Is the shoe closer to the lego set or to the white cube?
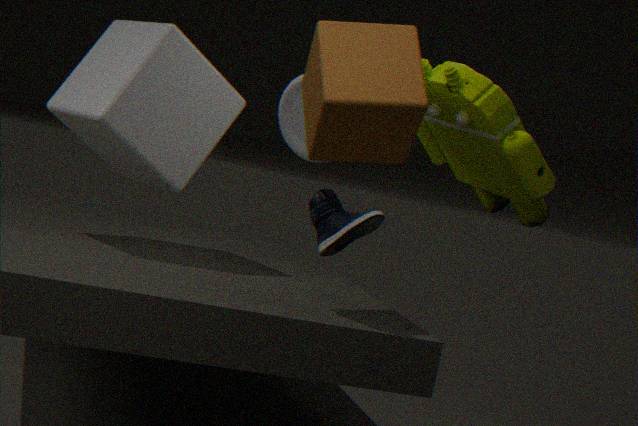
the lego set
